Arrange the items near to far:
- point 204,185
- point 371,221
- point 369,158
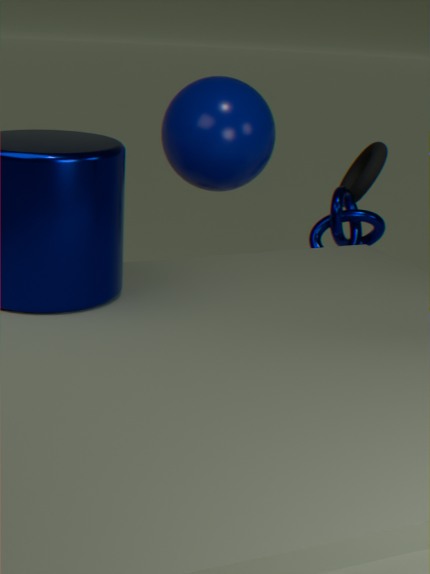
point 204,185
point 371,221
point 369,158
